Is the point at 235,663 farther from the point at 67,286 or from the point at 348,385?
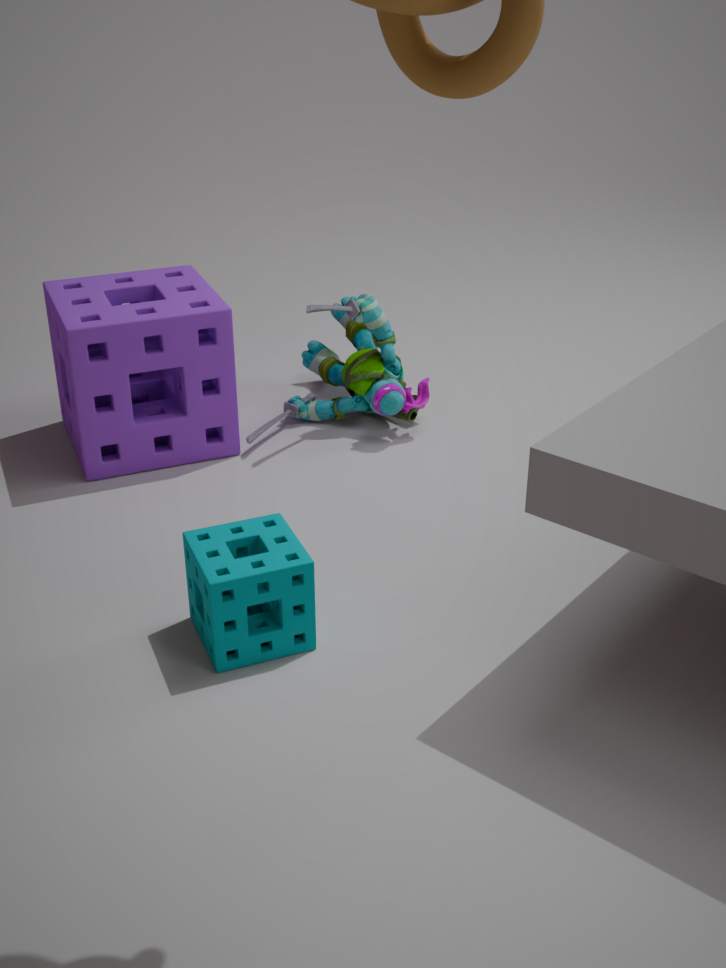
the point at 348,385
